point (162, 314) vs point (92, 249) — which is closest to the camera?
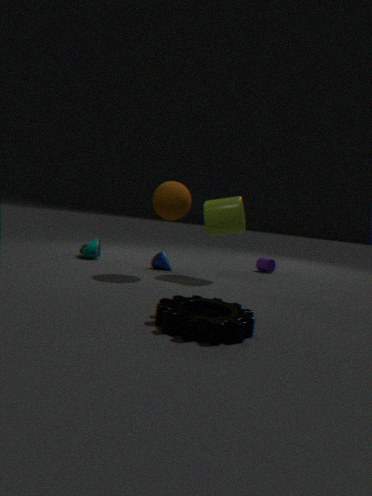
point (162, 314)
